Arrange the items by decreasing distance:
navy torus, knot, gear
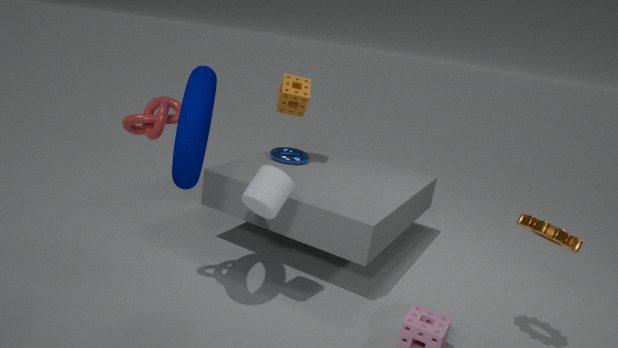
gear < knot < navy torus
